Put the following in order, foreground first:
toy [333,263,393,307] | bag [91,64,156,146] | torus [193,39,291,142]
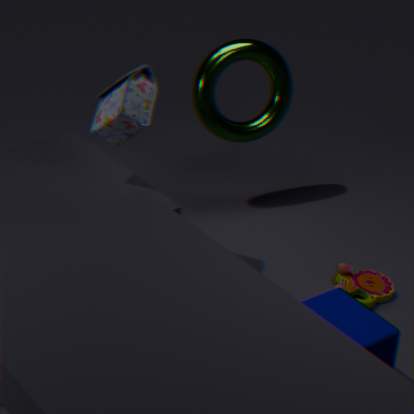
bag [91,64,156,146]
toy [333,263,393,307]
torus [193,39,291,142]
